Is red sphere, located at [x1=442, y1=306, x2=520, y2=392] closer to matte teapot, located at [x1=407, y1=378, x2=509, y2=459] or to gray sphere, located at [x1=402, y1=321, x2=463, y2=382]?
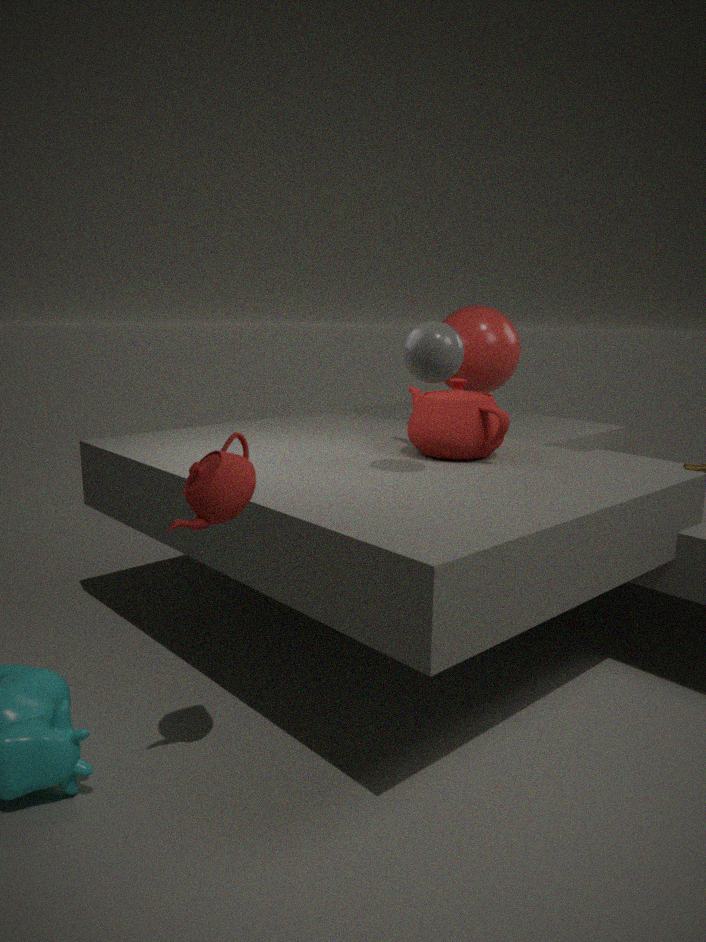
matte teapot, located at [x1=407, y1=378, x2=509, y2=459]
